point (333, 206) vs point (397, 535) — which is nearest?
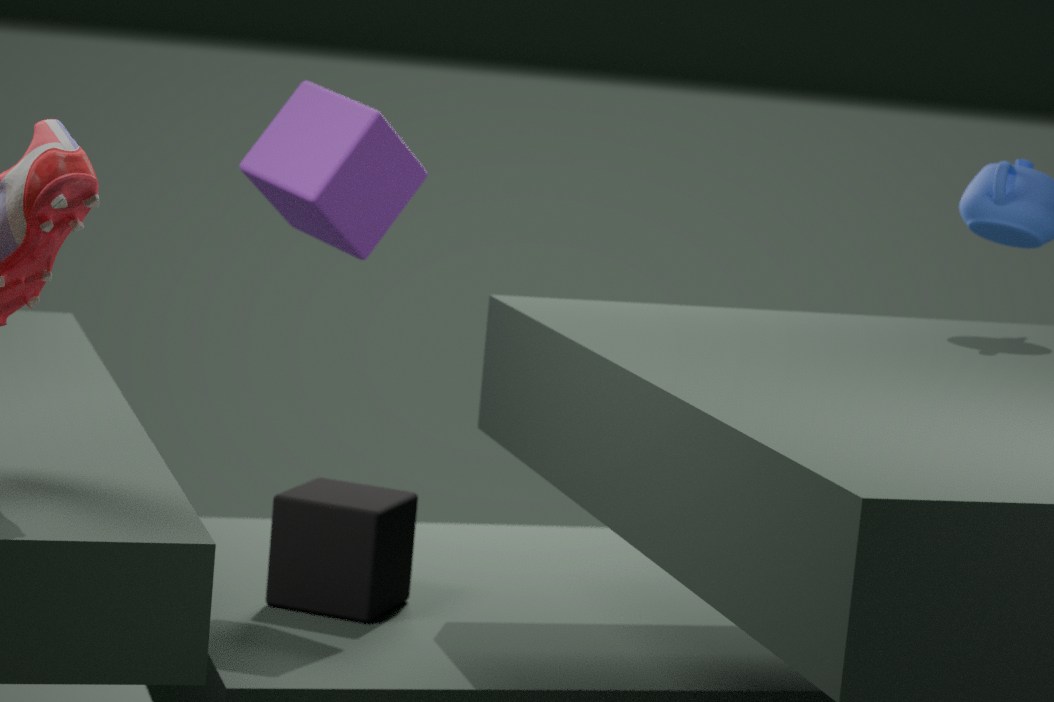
point (333, 206)
